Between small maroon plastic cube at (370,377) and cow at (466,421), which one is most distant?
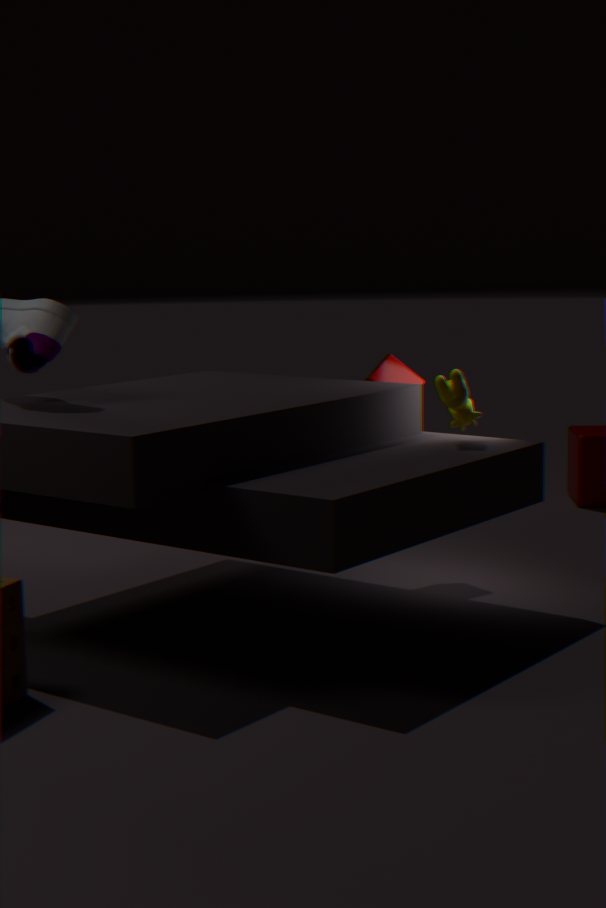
small maroon plastic cube at (370,377)
